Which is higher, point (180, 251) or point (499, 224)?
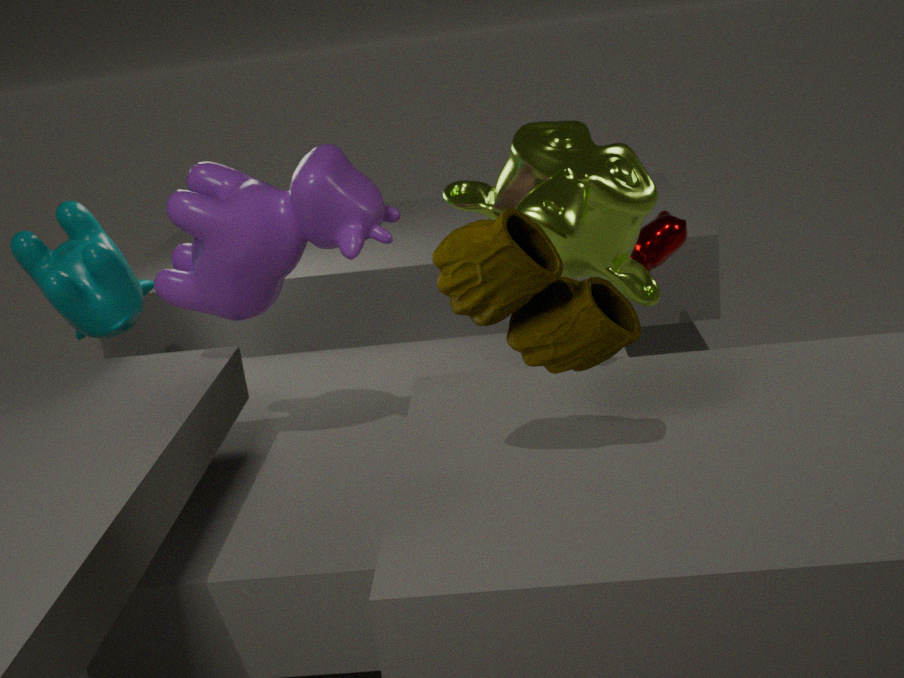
point (180, 251)
